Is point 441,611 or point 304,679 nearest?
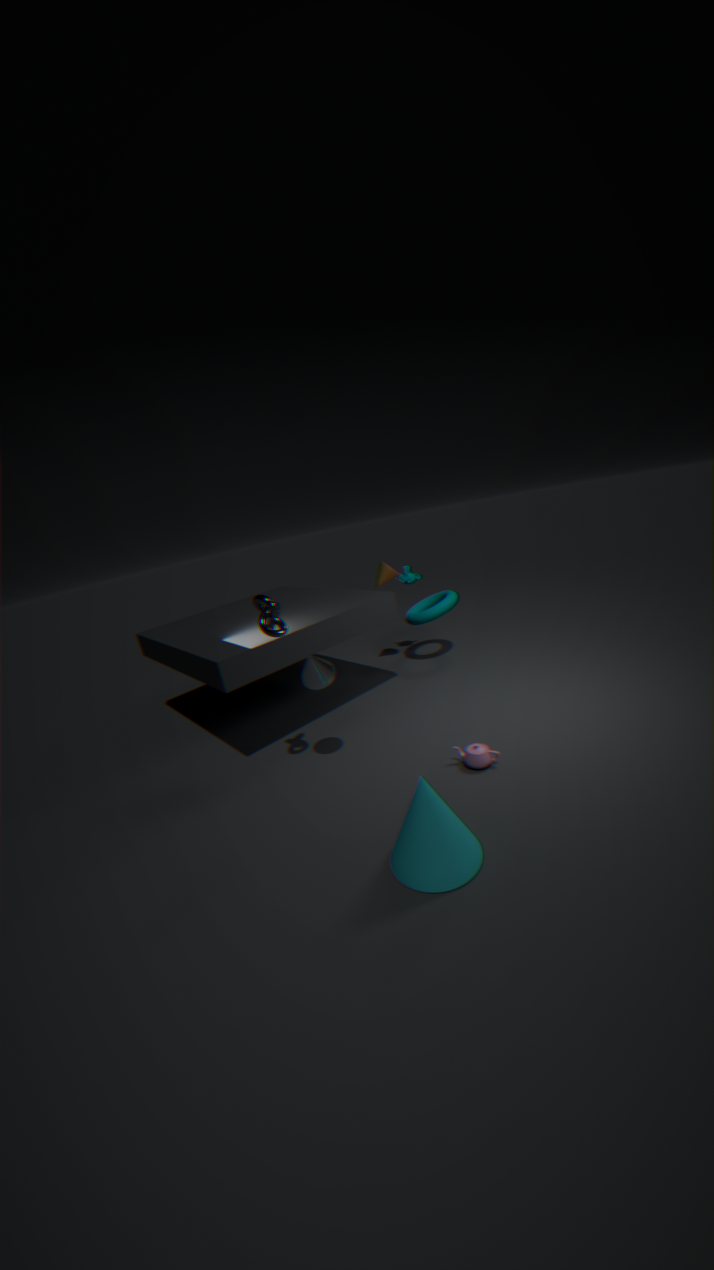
point 304,679
